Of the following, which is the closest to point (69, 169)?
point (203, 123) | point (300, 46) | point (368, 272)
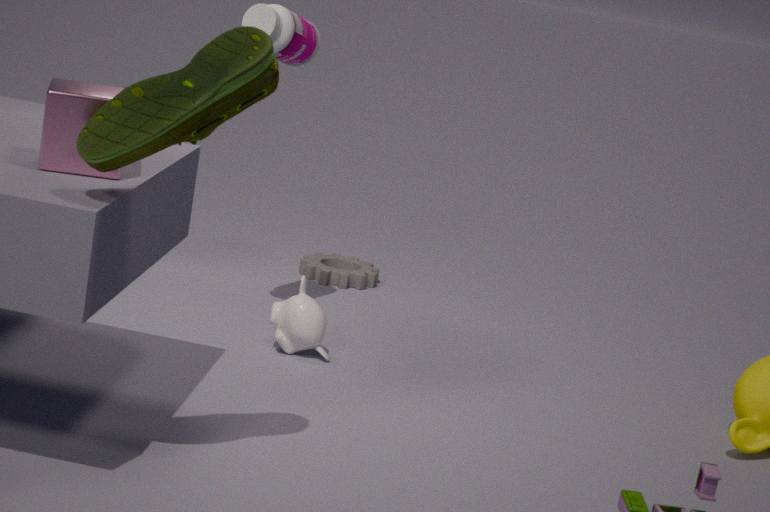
point (203, 123)
